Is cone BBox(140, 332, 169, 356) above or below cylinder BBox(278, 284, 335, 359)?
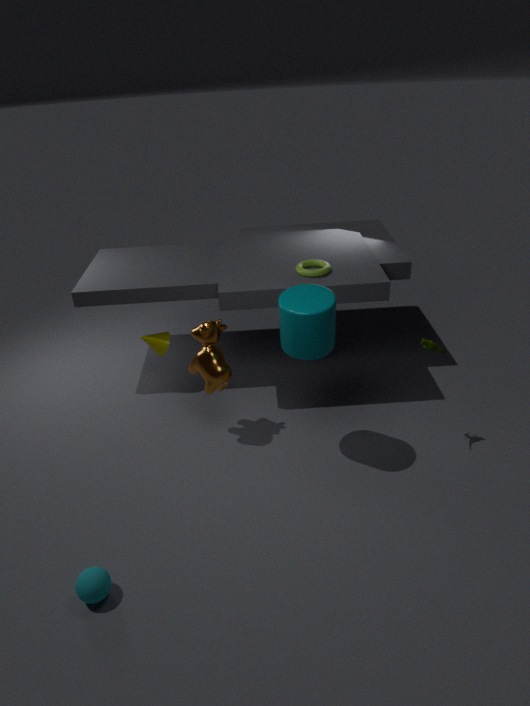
below
